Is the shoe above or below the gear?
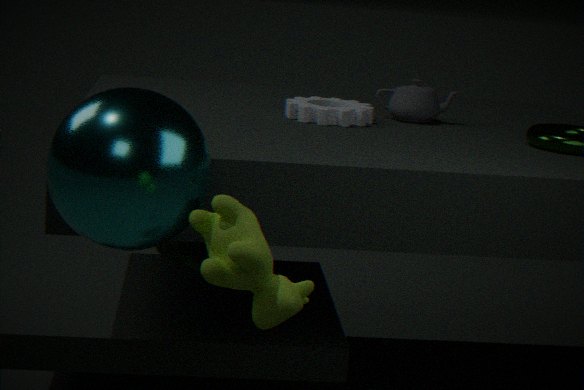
below
